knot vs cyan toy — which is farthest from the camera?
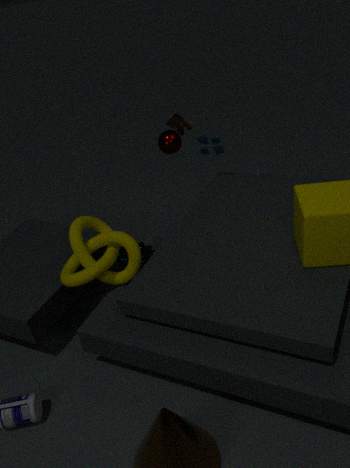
cyan toy
